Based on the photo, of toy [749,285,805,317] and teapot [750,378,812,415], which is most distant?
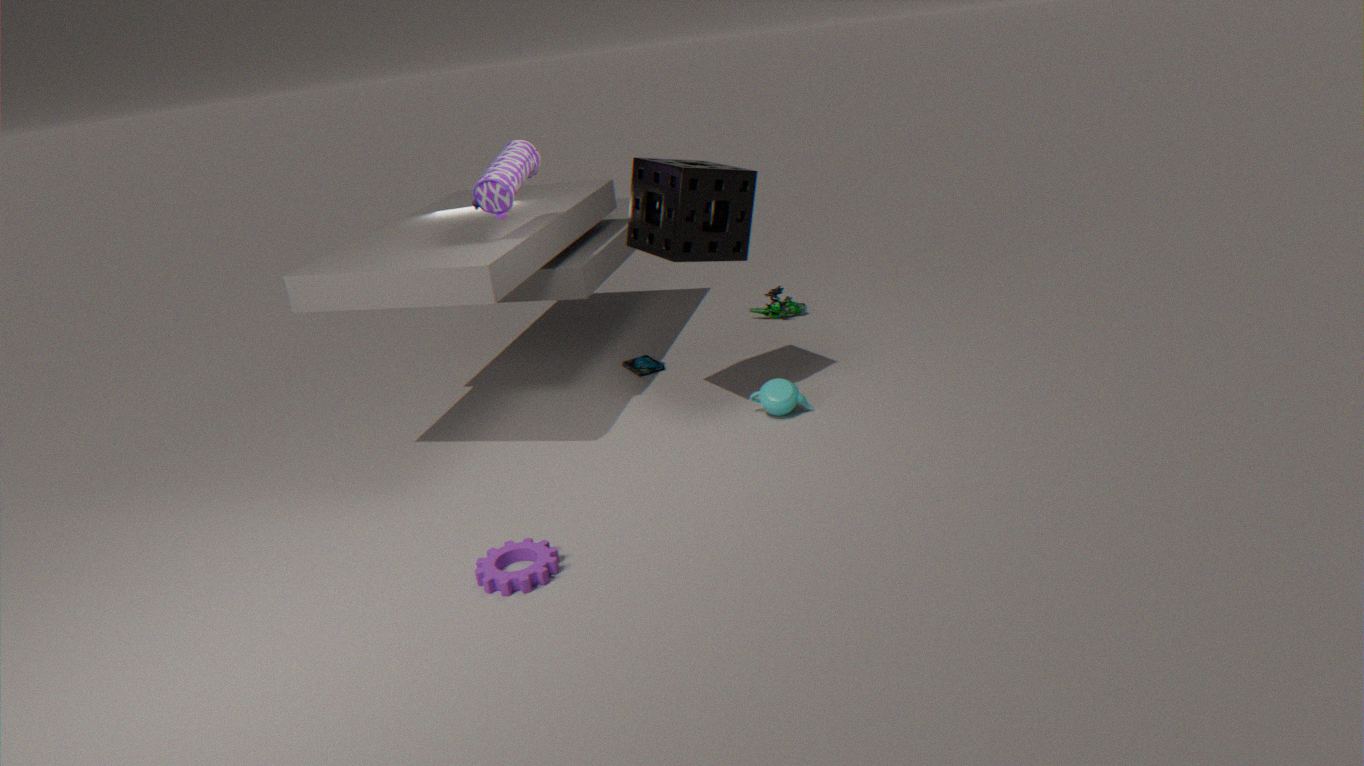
toy [749,285,805,317]
